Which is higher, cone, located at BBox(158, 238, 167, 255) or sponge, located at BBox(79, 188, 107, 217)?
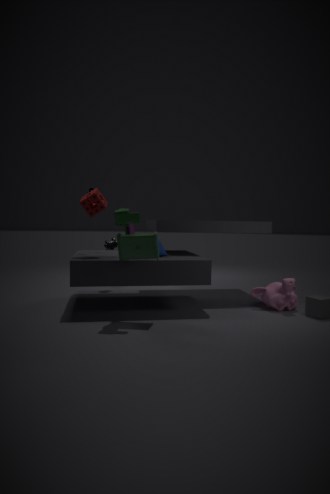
sponge, located at BBox(79, 188, 107, 217)
